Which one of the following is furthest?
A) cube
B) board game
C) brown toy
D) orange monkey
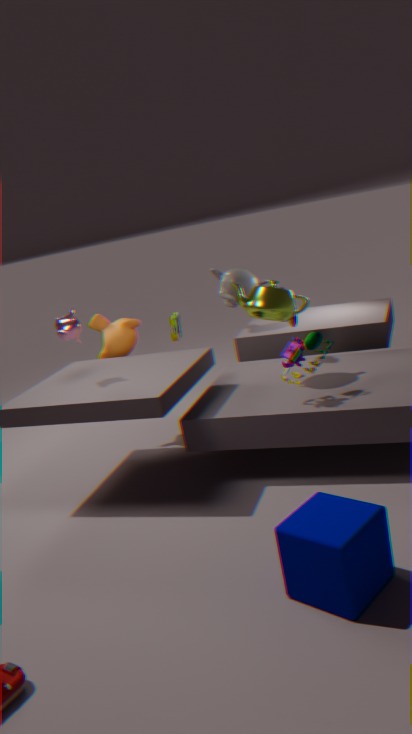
board game
